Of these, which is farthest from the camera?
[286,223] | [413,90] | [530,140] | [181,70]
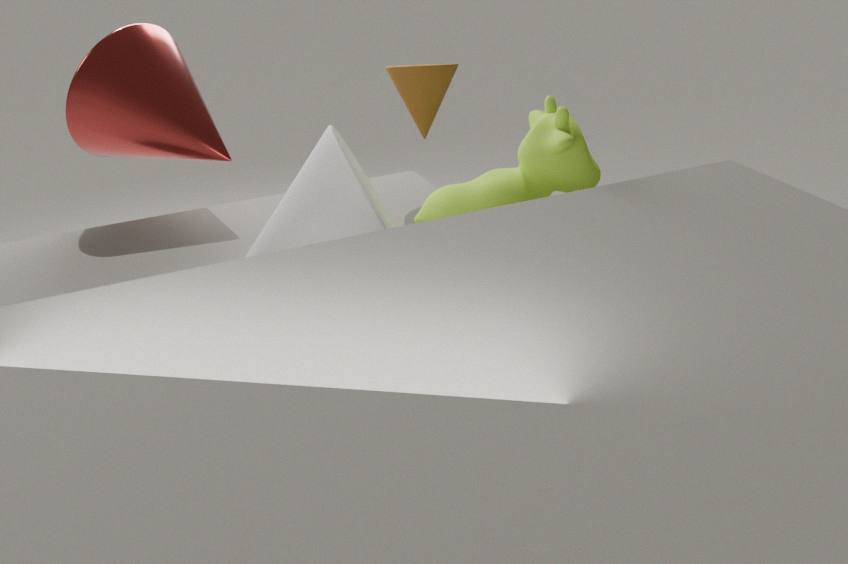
[181,70]
